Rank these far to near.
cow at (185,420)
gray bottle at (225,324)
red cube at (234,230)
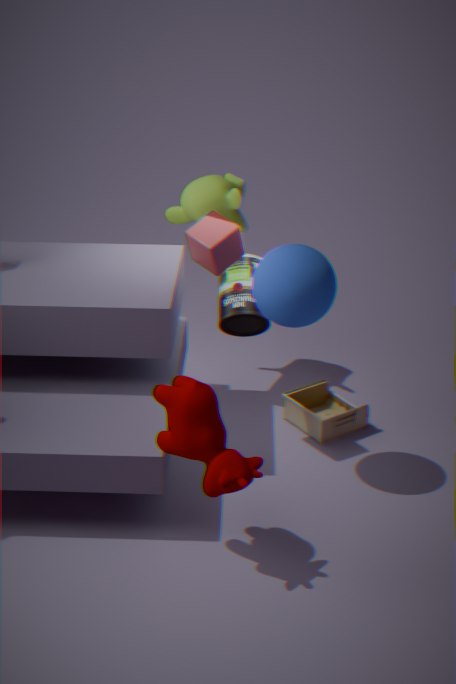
gray bottle at (225,324) < red cube at (234,230) < cow at (185,420)
